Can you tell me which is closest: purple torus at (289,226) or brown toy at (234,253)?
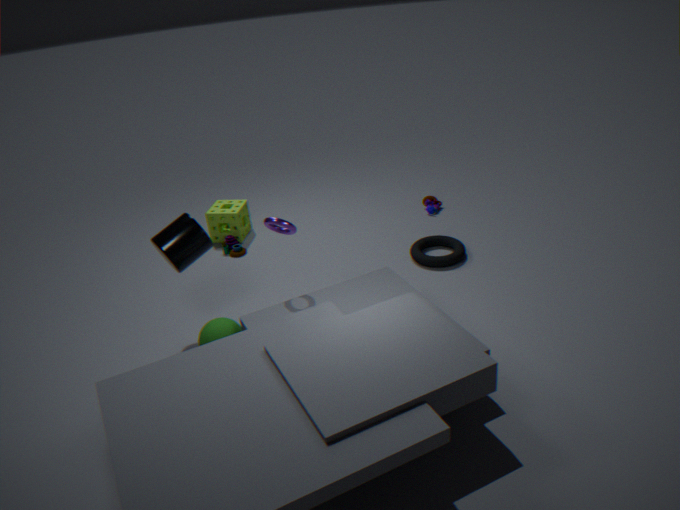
purple torus at (289,226)
